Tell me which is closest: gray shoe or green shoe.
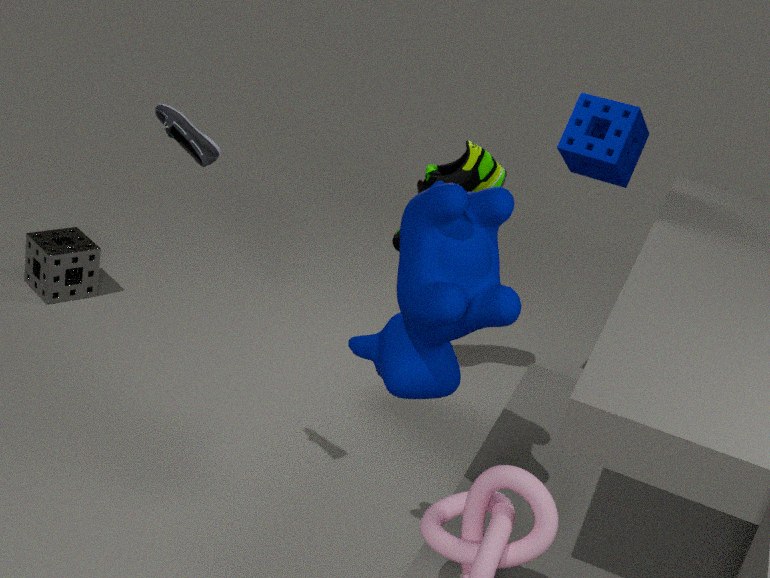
gray shoe
